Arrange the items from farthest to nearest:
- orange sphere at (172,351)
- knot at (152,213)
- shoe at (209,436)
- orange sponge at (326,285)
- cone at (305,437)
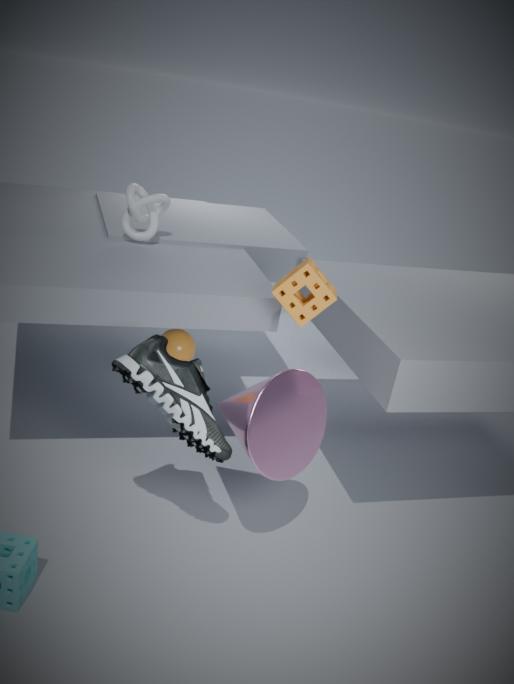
knot at (152,213) → orange sphere at (172,351) → orange sponge at (326,285) → cone at (305,437) → shoe at (209,436)
